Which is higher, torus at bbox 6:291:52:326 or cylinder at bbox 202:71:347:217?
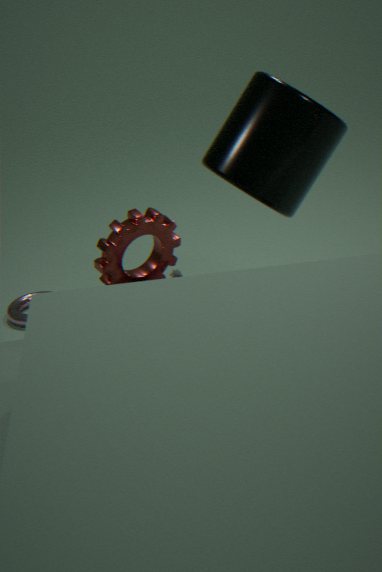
cylinder at bbox 202:71:347:217
